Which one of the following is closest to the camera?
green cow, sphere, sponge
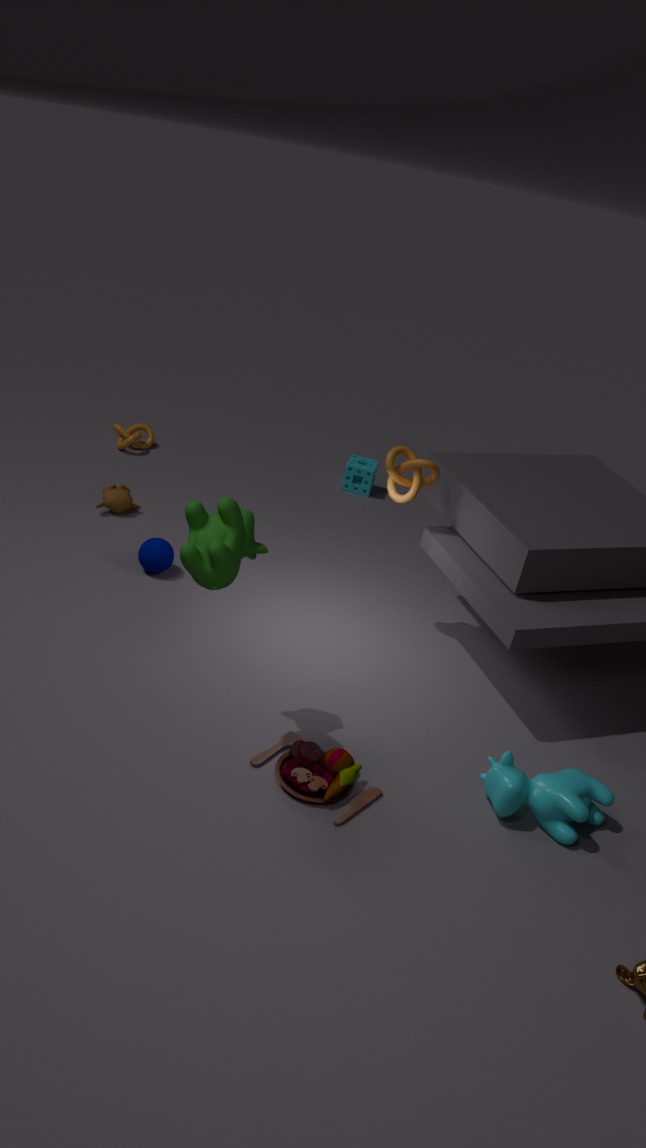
green cow
